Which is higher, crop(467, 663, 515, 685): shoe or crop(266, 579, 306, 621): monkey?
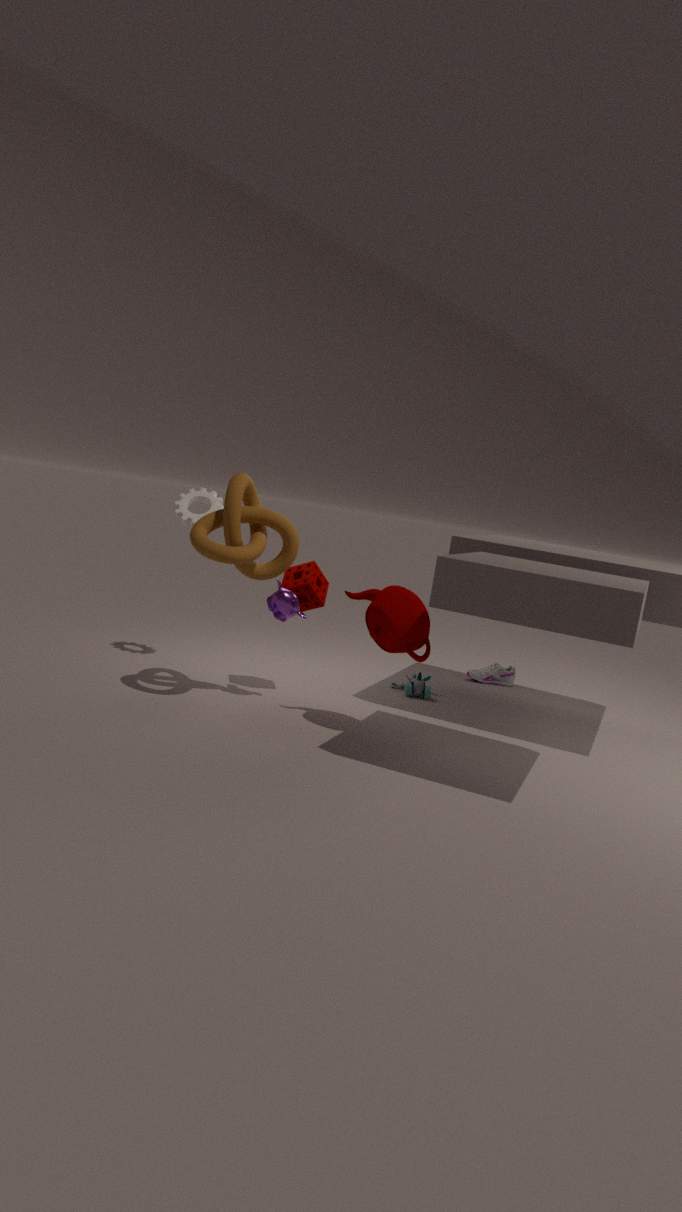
crop(266, 579, 306, 621): monkey
